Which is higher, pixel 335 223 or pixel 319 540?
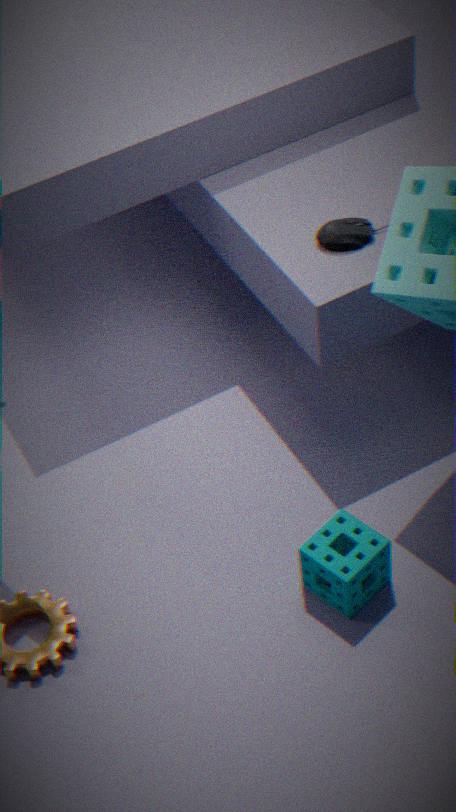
pixel 335 223
